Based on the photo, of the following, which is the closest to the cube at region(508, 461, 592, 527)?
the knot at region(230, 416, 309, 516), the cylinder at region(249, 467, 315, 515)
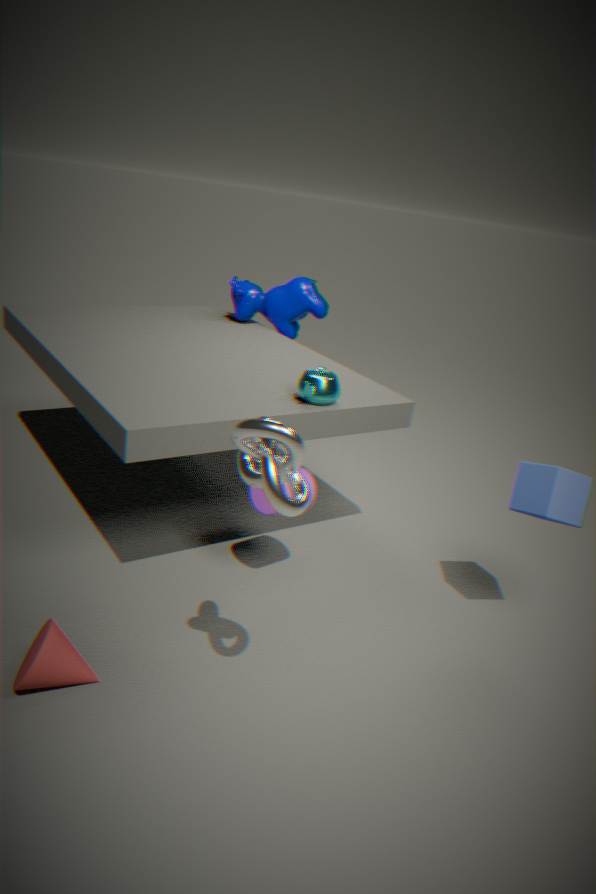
the cylinder at region(249, 467, 315, 515)
